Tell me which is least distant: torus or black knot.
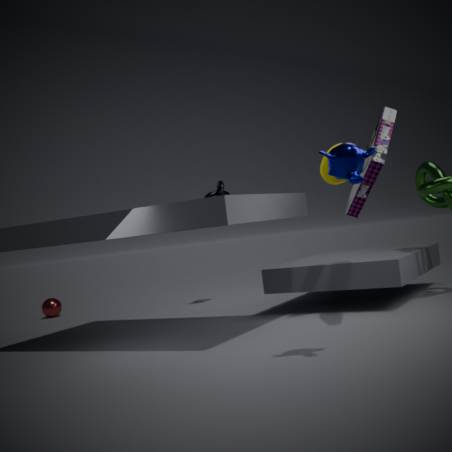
torus
